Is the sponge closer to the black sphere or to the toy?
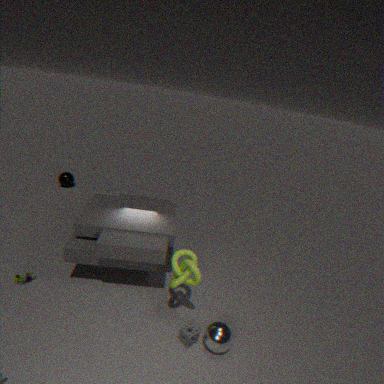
the toy
